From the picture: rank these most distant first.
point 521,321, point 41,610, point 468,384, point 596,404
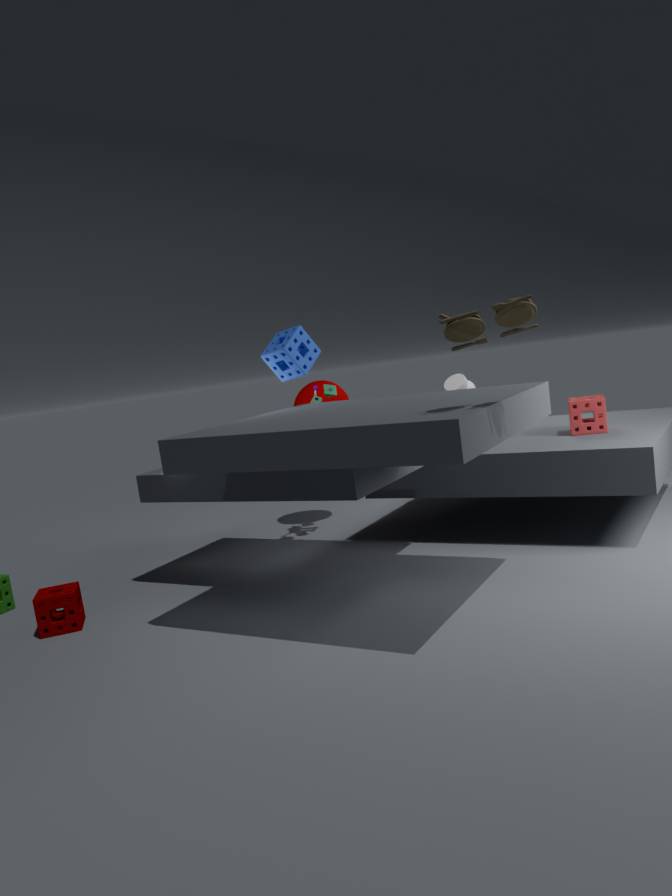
1. point 468,384
2. point 596,404
3. point 41,610
4. point 521,321
